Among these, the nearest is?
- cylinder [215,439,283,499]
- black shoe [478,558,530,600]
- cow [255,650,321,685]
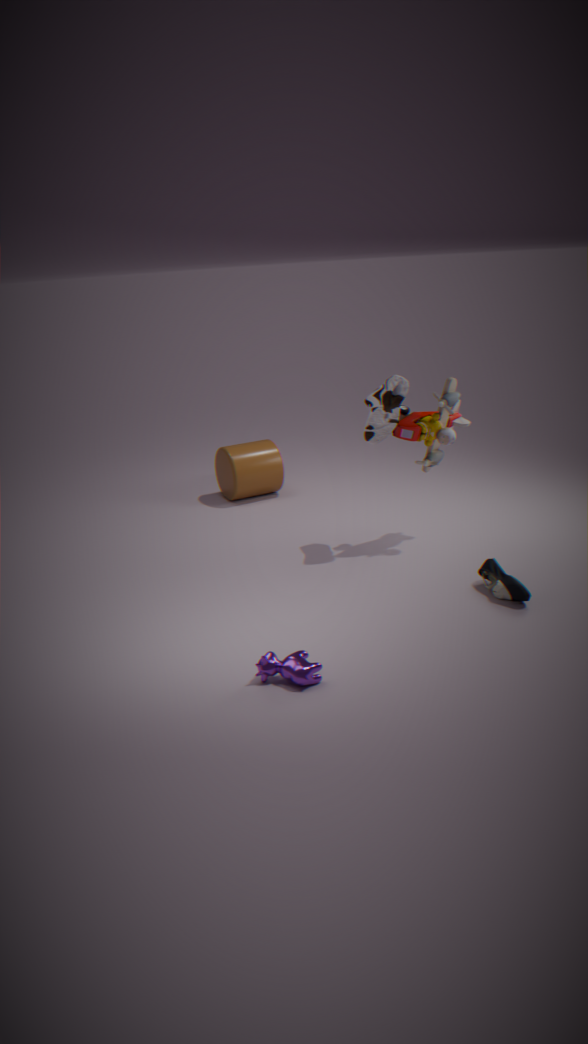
cow [255,650,321,685]
